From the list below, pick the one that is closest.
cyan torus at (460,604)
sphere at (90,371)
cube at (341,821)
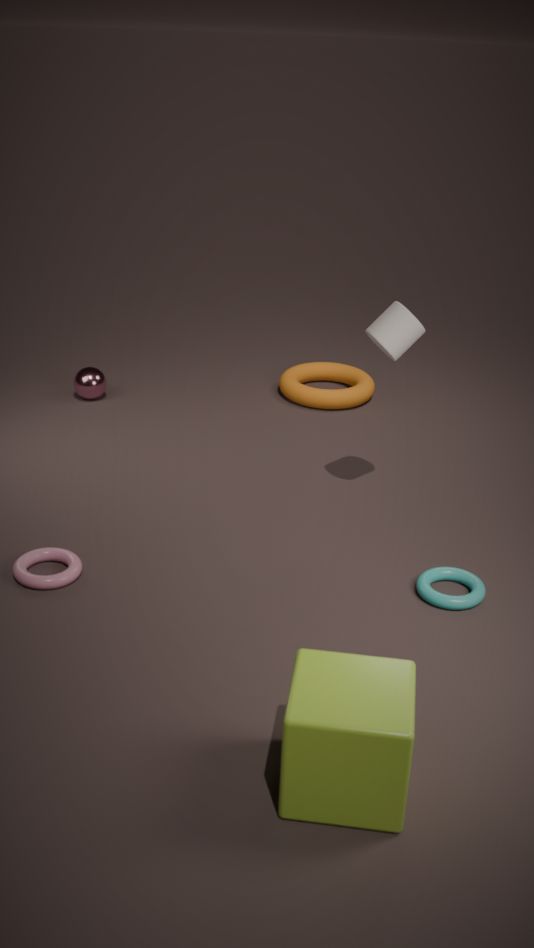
cube at (341,821)
